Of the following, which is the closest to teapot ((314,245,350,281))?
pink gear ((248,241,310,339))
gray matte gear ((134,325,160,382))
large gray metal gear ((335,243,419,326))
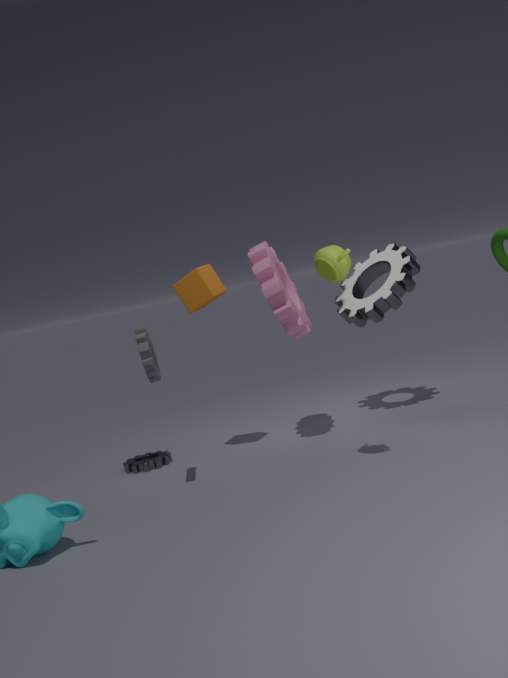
pink gear ((248,241,310,339))
